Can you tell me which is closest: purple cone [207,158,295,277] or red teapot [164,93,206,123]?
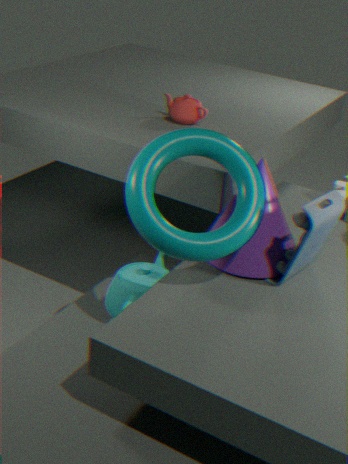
purple cone [207,158,295,277]
